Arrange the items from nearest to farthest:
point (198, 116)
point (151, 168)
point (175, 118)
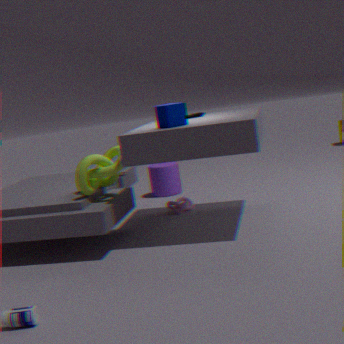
point (175, 118)
point (198, 116)
point (151, 168)
